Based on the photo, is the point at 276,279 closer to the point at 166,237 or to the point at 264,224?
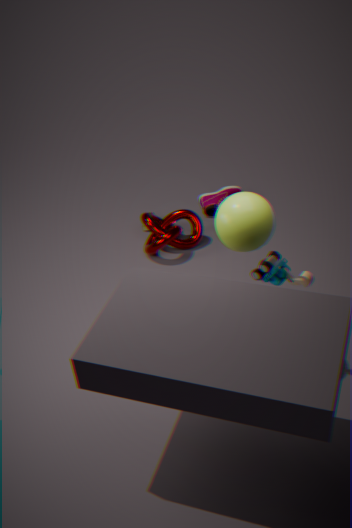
the point at 264,224
